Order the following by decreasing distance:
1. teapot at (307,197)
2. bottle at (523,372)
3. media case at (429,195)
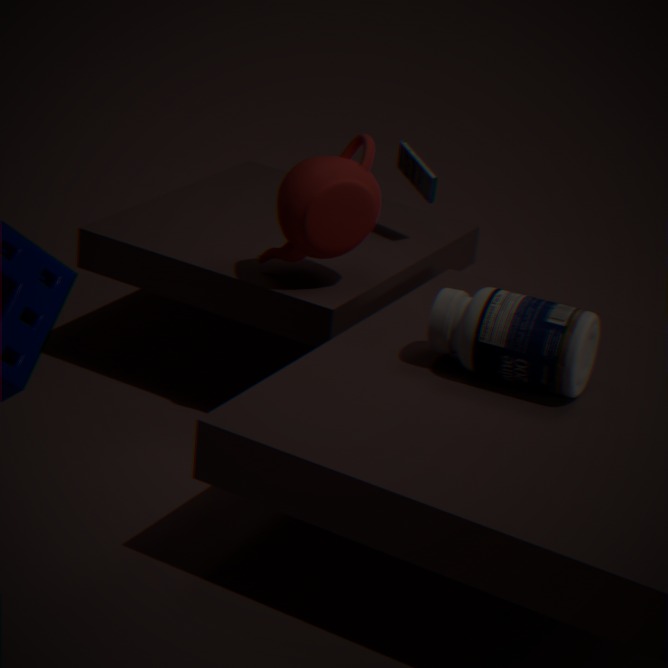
media case at (429,195), teapot at (307,197), bottle at (523,372)
